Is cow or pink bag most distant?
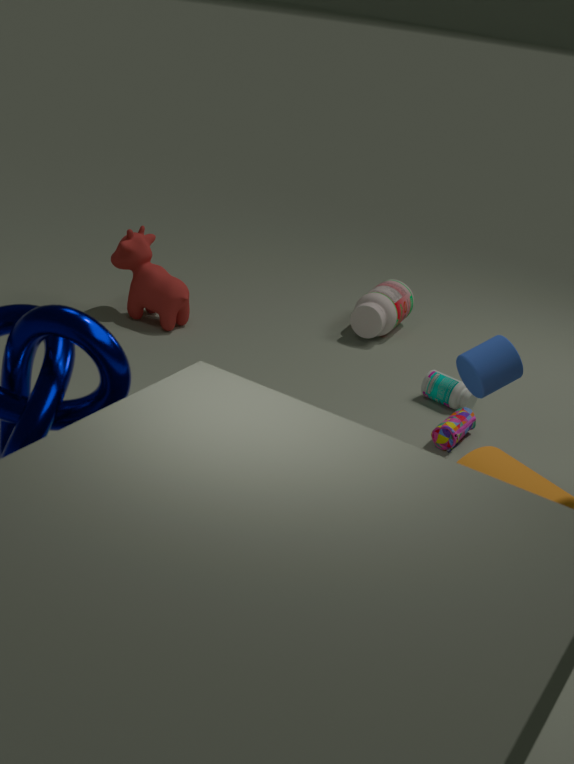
cow
